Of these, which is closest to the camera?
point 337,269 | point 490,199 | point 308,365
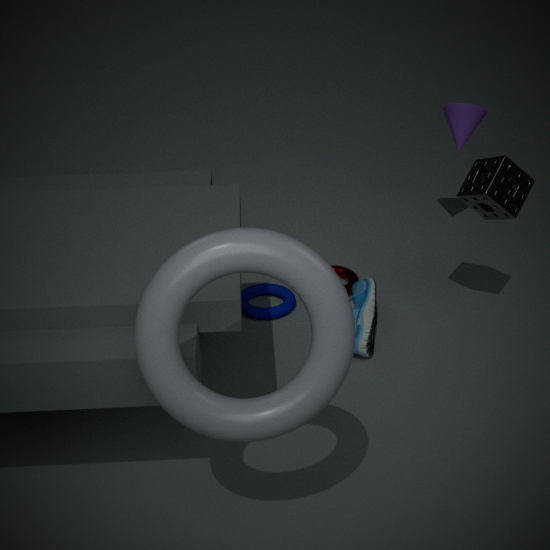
point 308,365
